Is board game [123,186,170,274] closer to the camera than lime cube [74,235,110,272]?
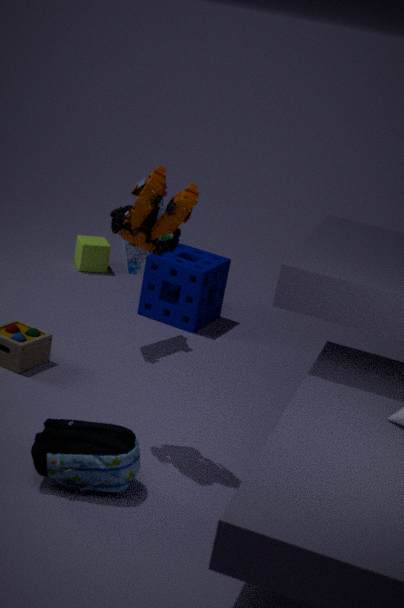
Yes
